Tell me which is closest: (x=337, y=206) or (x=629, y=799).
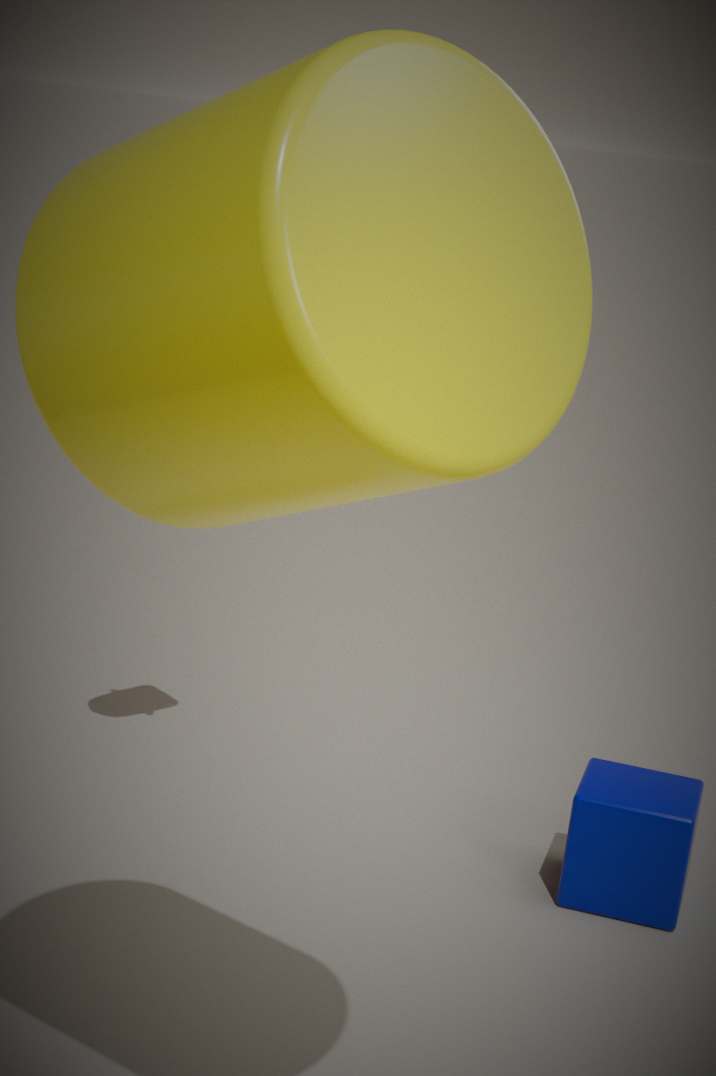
(x=337, y=206)
